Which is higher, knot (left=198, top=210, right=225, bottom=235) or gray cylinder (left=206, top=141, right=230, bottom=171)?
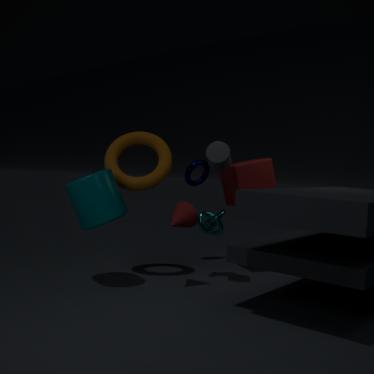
gray cylinder (left=206, top=141, right=230, bottom=171)
